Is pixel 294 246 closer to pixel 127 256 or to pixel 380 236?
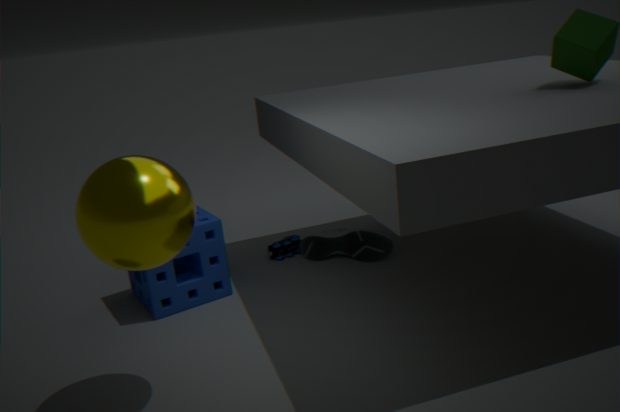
pixel 380 236
